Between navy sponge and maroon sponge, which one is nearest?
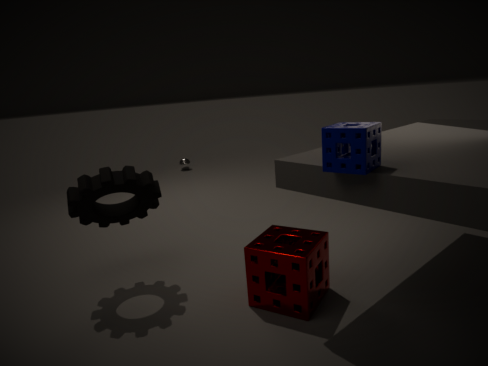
navy sponge
